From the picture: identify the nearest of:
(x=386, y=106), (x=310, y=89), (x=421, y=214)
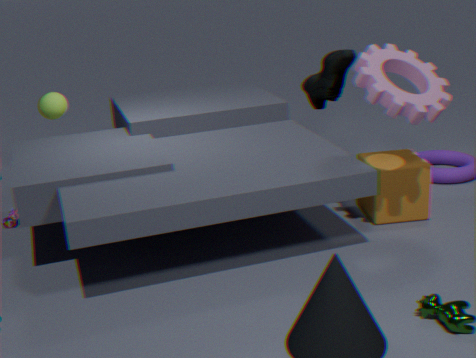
(x=386, y=106)
